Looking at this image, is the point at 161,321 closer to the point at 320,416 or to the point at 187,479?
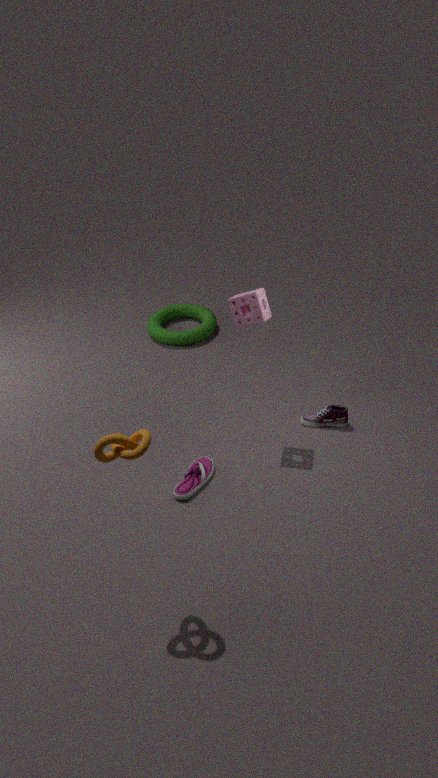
the point at 320,416
